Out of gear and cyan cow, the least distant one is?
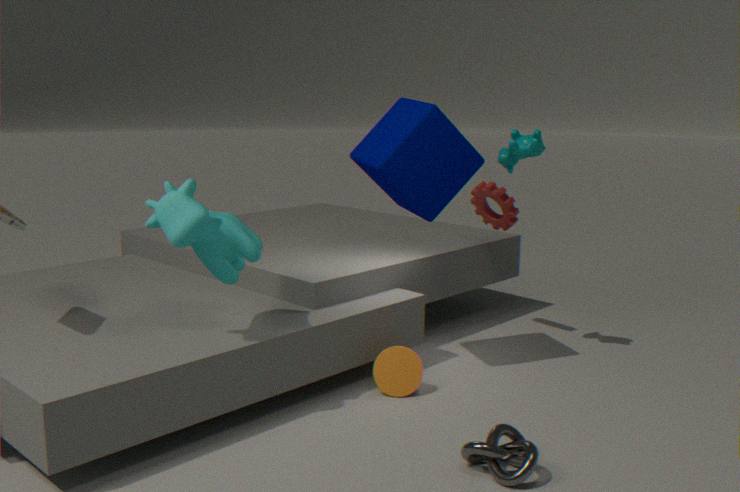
cyan cow
